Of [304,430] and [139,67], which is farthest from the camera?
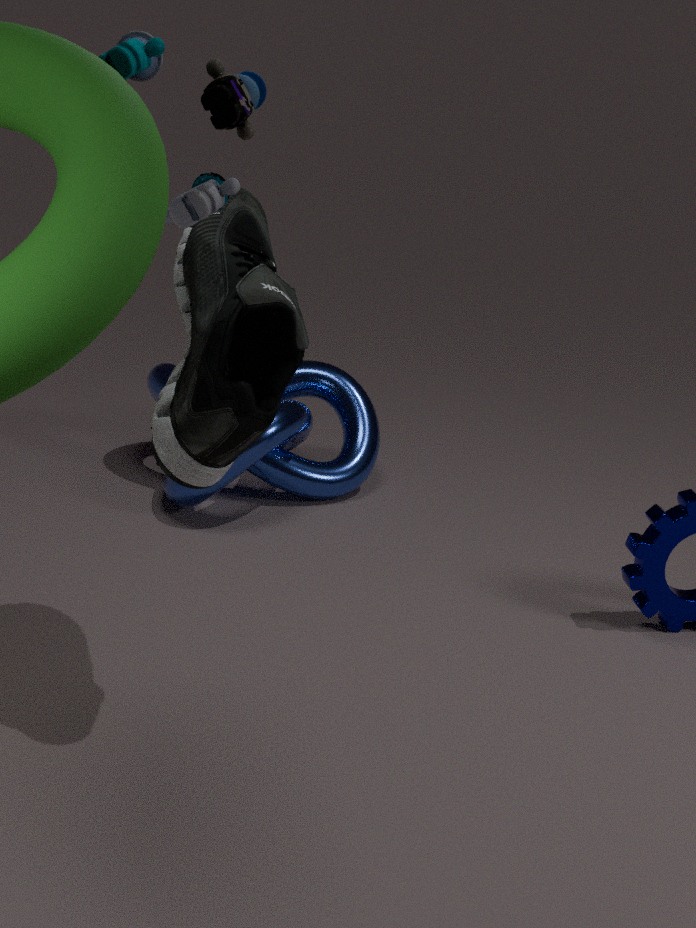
[304,430]
